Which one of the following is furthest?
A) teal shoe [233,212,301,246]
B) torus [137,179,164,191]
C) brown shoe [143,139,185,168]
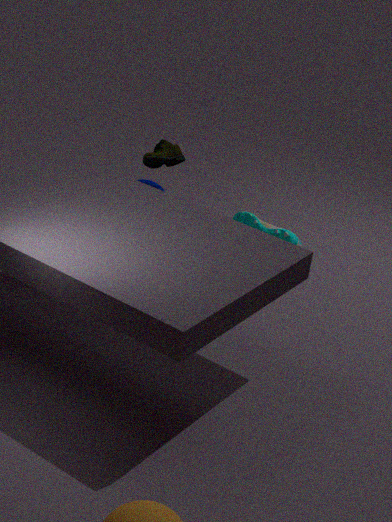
A. teal shoe [233,212,301,246]
